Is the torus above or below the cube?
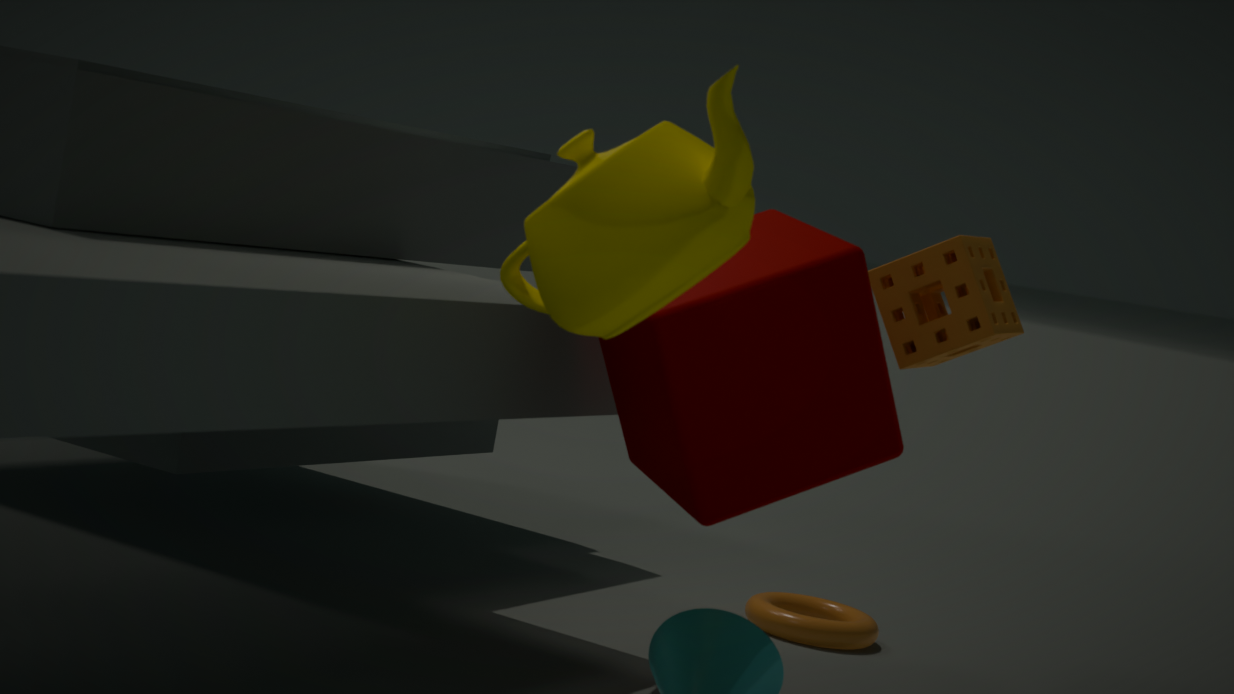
below
